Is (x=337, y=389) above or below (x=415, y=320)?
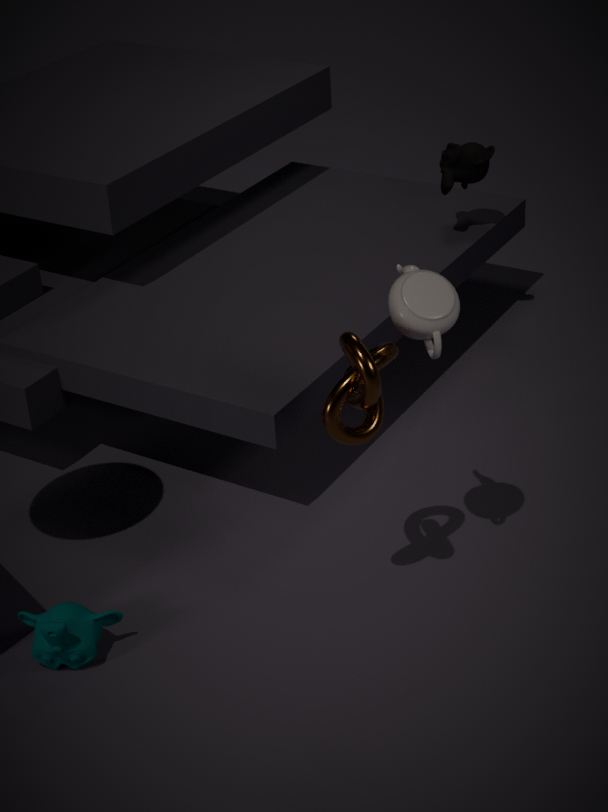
below
